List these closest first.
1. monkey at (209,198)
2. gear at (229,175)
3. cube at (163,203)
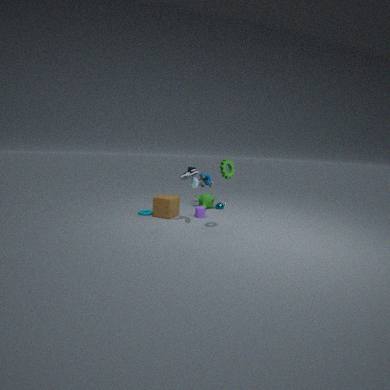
gear at (229,175) < cube at (163,203) < monkey at (209,198)
